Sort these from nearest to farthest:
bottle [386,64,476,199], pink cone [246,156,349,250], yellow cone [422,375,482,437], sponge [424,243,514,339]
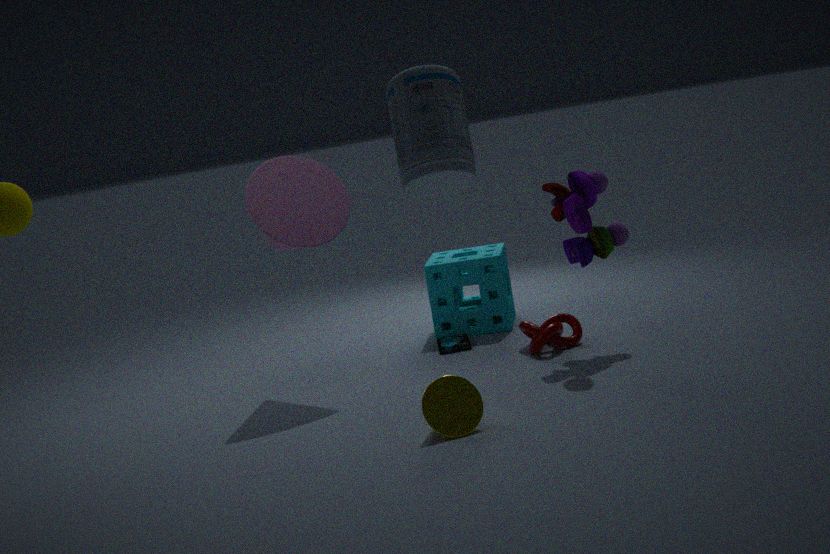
bottle [386,64,476,199] < yellow cone [422,375,482,437] < pink cone [246,156,349,250] < sponge [424,243,514,339]
